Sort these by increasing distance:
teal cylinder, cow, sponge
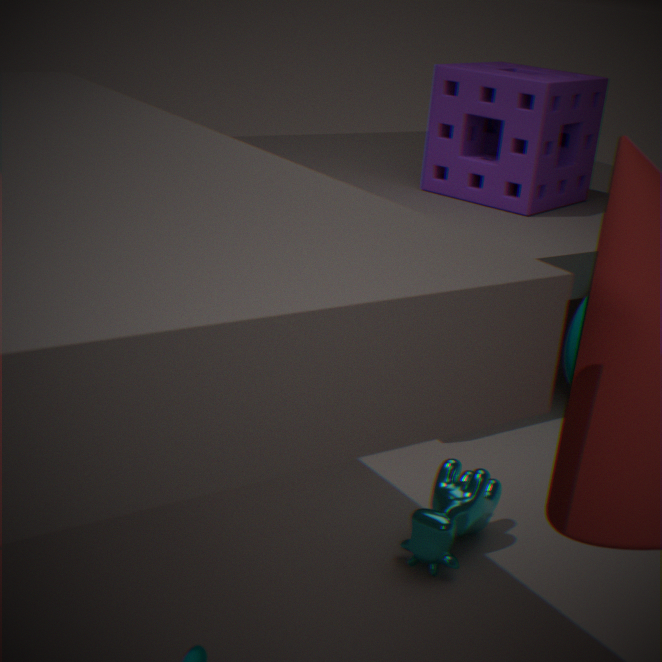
cow, teal cylinder, sponge
